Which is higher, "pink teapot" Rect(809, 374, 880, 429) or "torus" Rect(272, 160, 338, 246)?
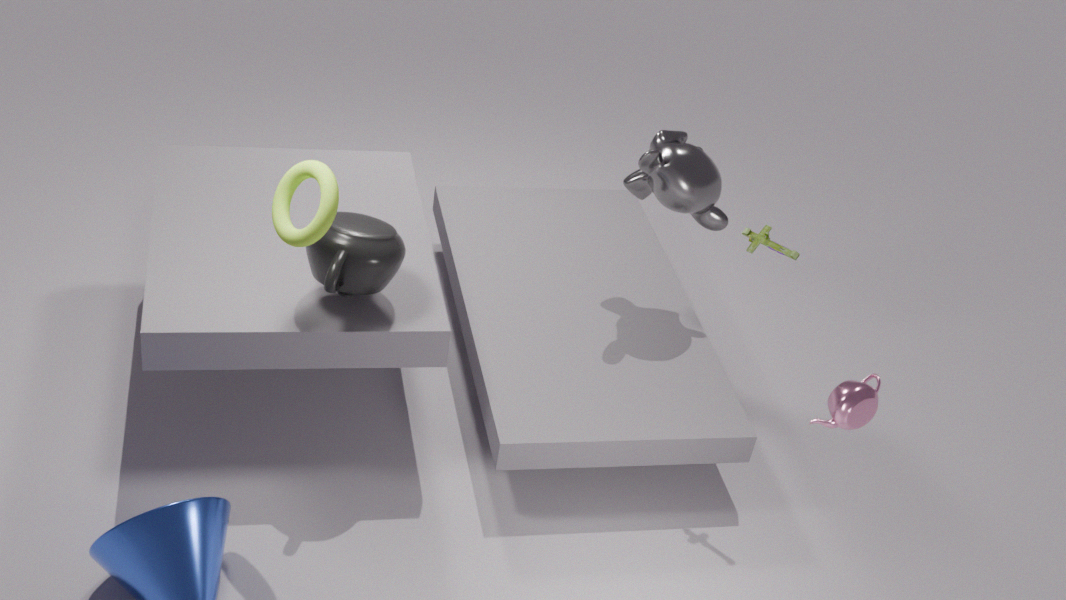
"torus" Rect(272, 160, 338, 246)
